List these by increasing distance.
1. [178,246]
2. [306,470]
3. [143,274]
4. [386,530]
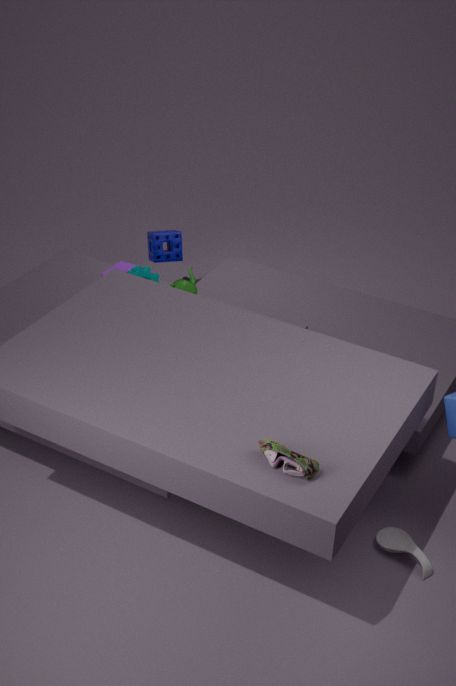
[306,470]
[386,530]
[143,274]
[178,246]
